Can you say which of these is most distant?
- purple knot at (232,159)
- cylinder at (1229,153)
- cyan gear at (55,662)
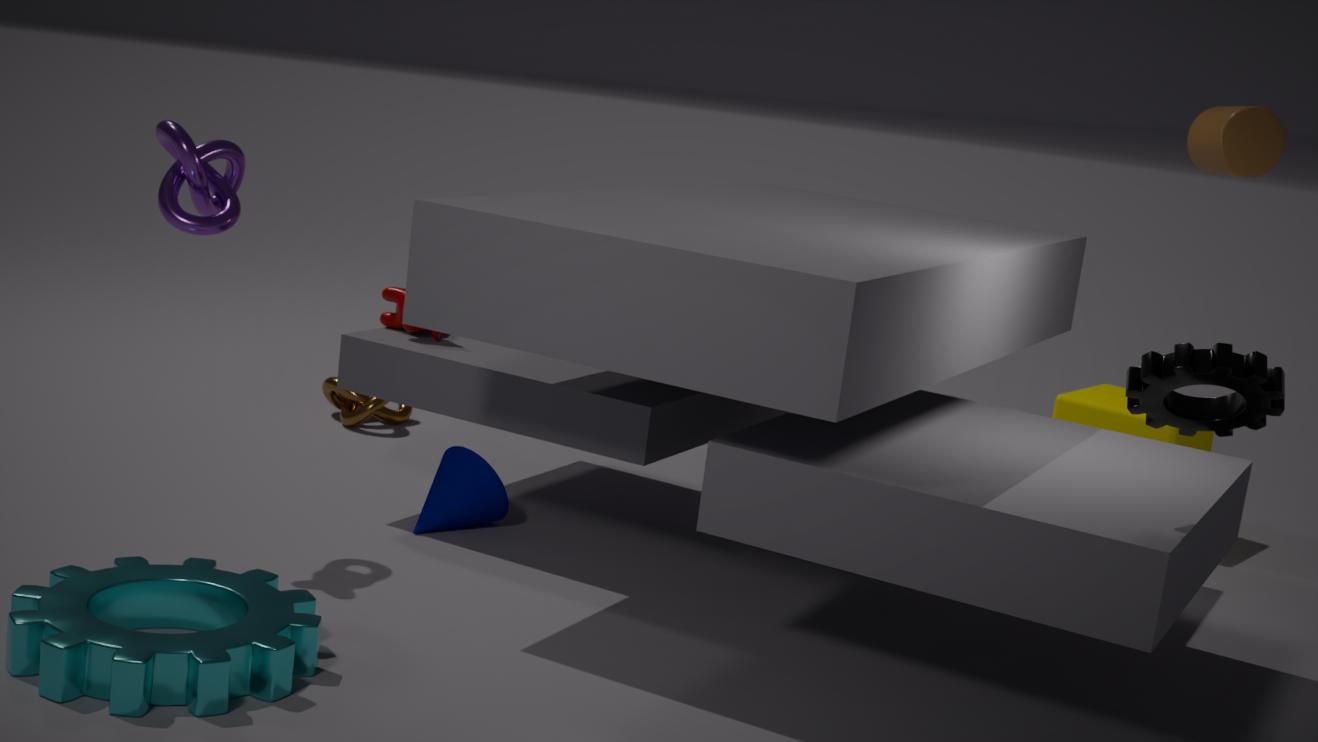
cylinder at (1229,153)
